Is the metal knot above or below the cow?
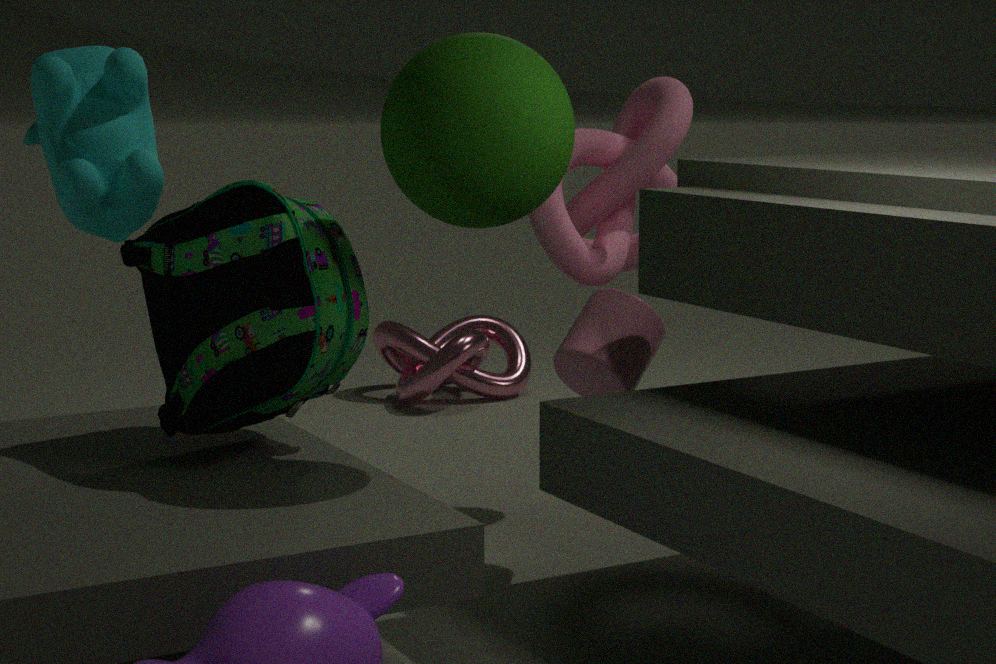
below
